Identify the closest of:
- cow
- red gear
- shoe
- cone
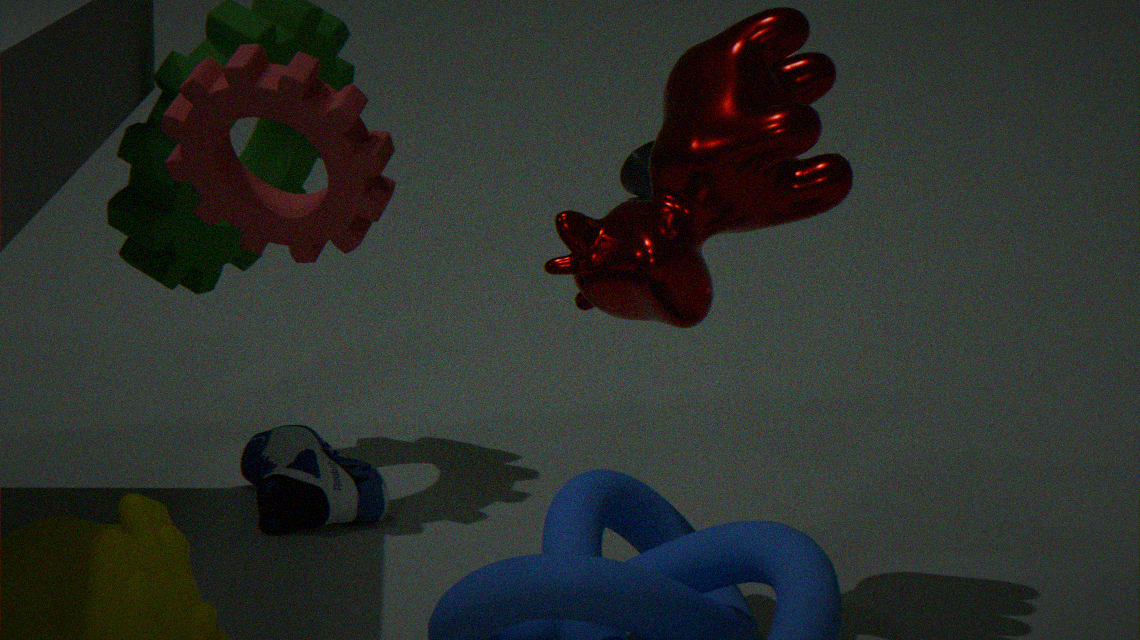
red gear
